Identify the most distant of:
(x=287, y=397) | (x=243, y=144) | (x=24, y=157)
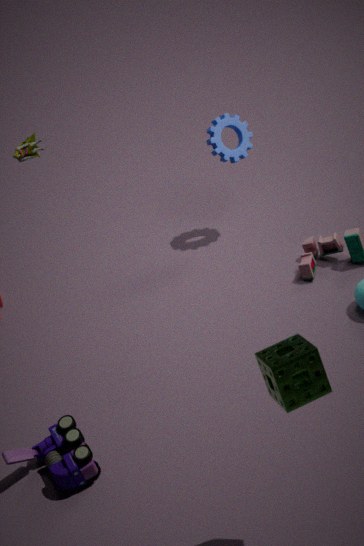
(x=243, y=144)
